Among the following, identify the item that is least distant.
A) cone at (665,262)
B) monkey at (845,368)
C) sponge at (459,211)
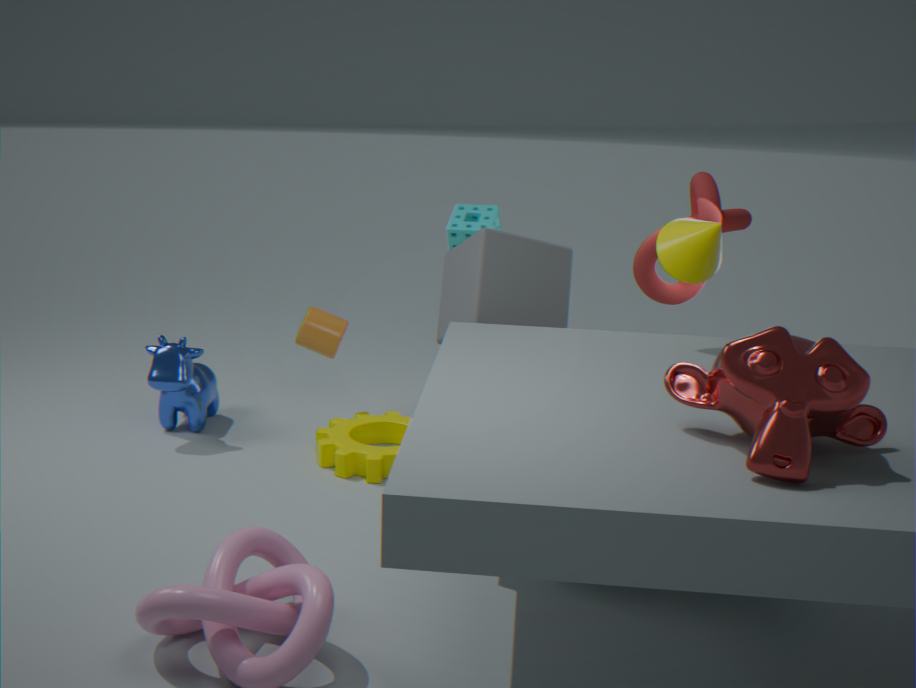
monkey at (845,368)
